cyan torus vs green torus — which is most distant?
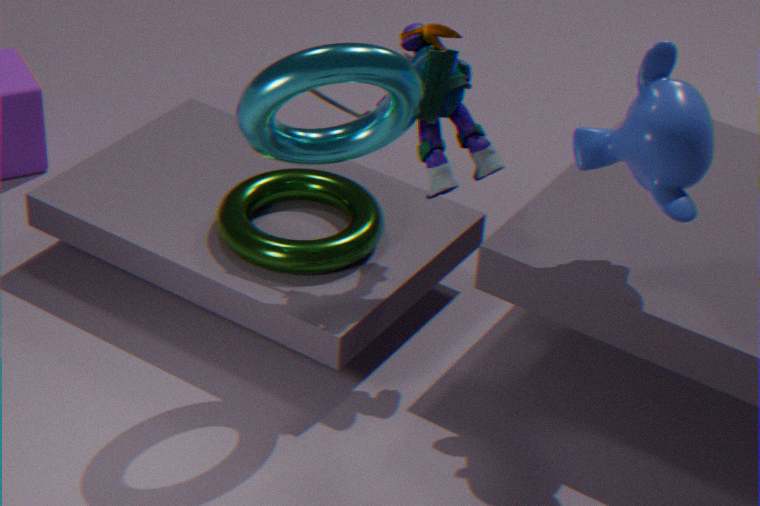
green torus
